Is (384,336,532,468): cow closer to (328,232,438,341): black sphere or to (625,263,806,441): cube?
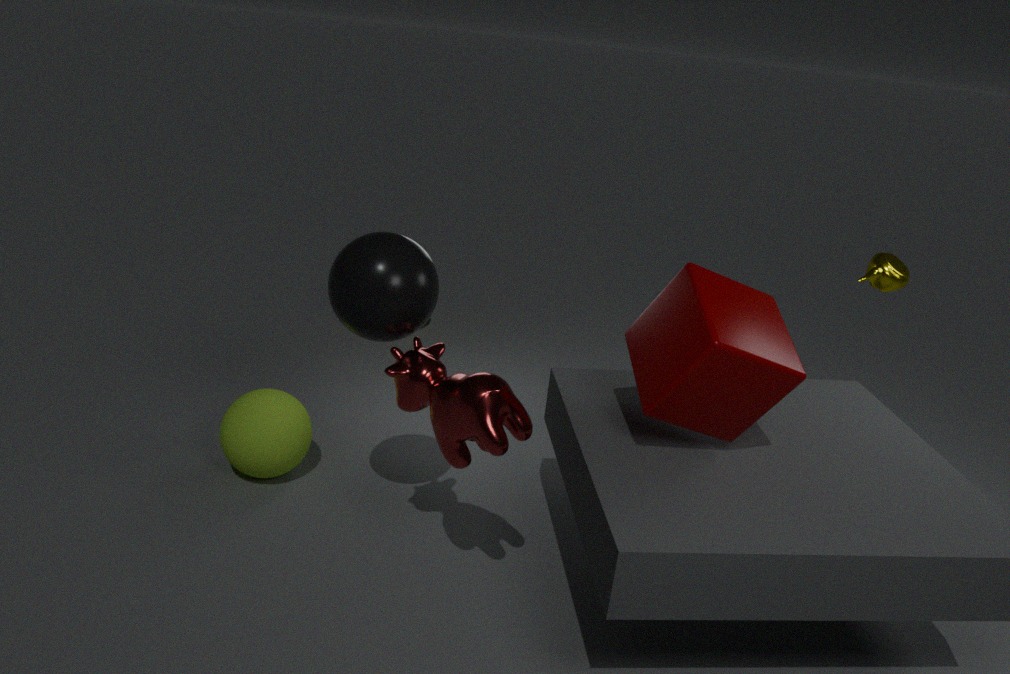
(328,232,438,341): black sphere
